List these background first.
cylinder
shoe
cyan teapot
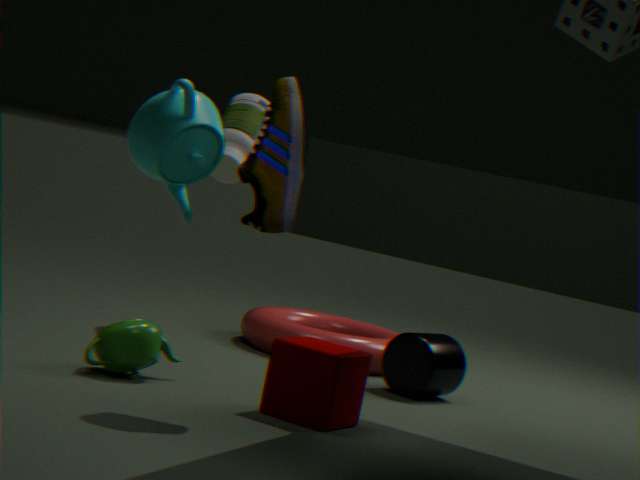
cylinder
shoe
cyan teapot
